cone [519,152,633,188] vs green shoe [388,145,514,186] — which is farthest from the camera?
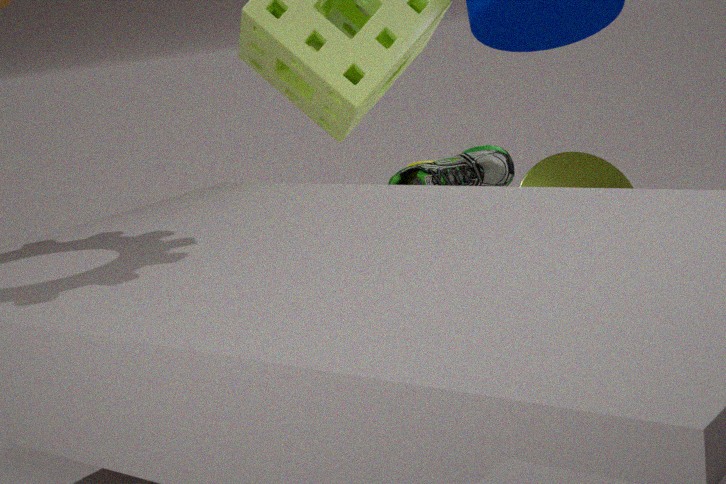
cone [519,152,633,188]
